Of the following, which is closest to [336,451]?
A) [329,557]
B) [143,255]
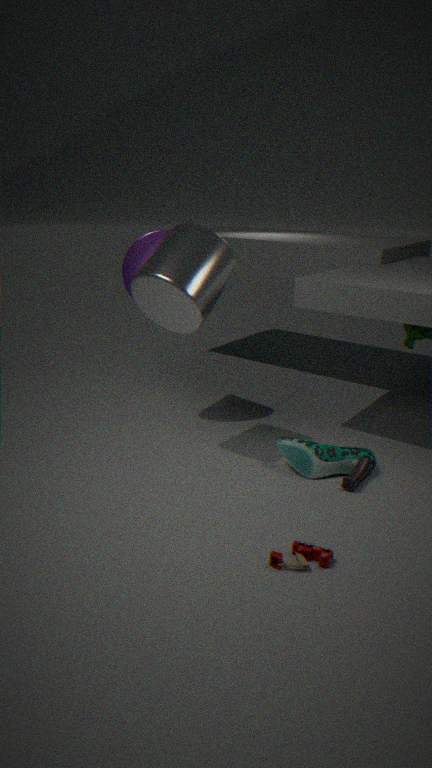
[329,557]
